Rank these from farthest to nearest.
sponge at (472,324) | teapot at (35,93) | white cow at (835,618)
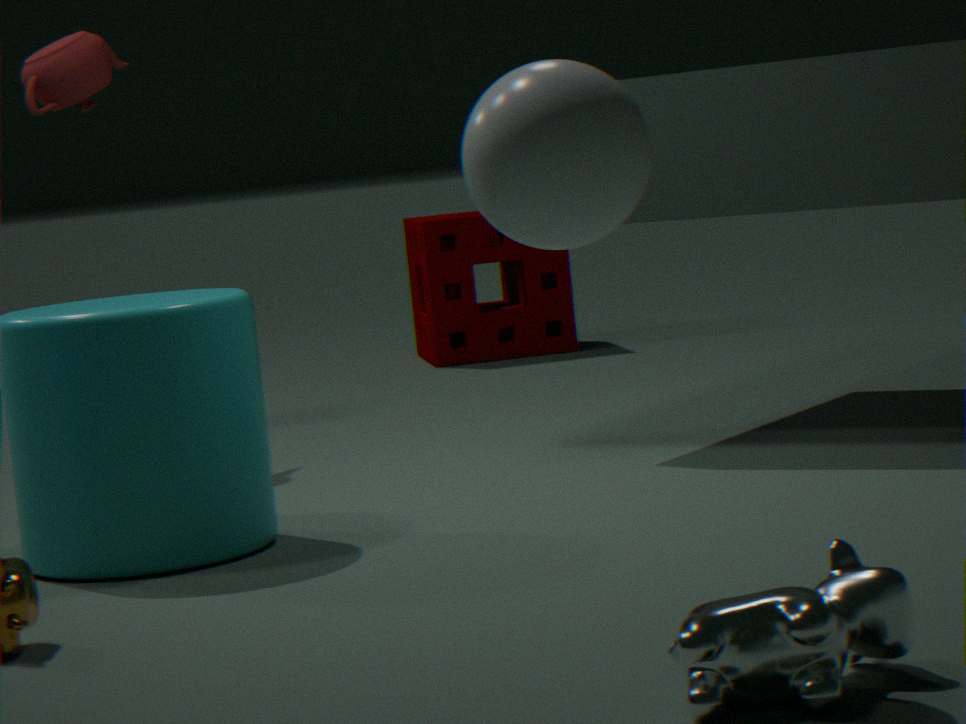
sponge at (472,324) → teapot at (35,93) → white cow at (835,618)
